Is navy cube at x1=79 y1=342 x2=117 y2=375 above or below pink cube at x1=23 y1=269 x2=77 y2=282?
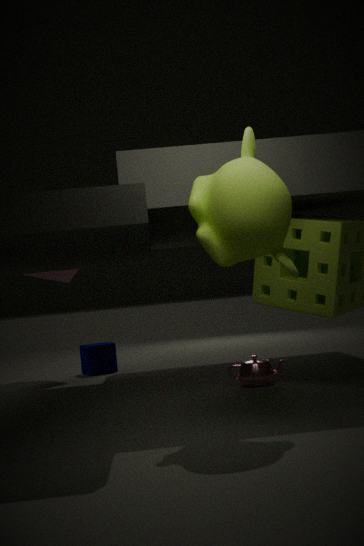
below
